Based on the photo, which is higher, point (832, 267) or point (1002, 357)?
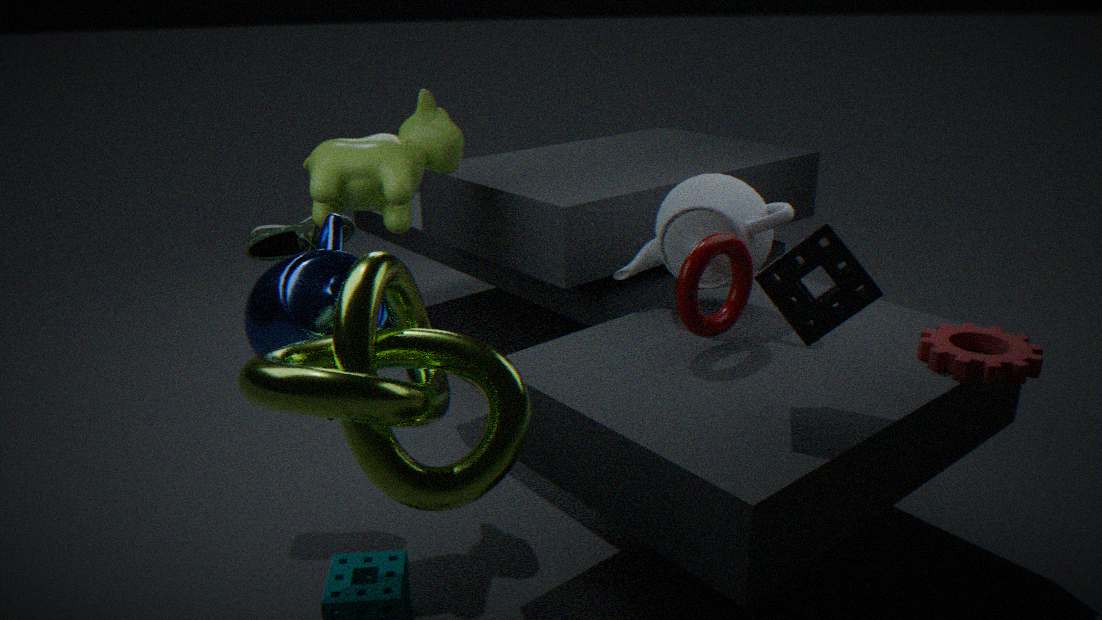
point (832, 267)
